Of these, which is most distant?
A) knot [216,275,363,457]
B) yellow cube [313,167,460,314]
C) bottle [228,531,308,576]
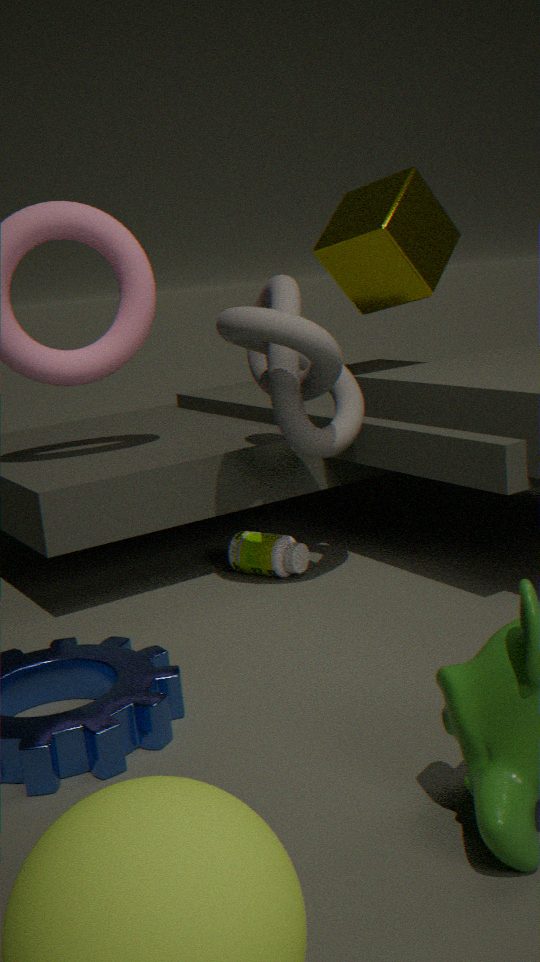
yellow cube [313,167,460,314]
